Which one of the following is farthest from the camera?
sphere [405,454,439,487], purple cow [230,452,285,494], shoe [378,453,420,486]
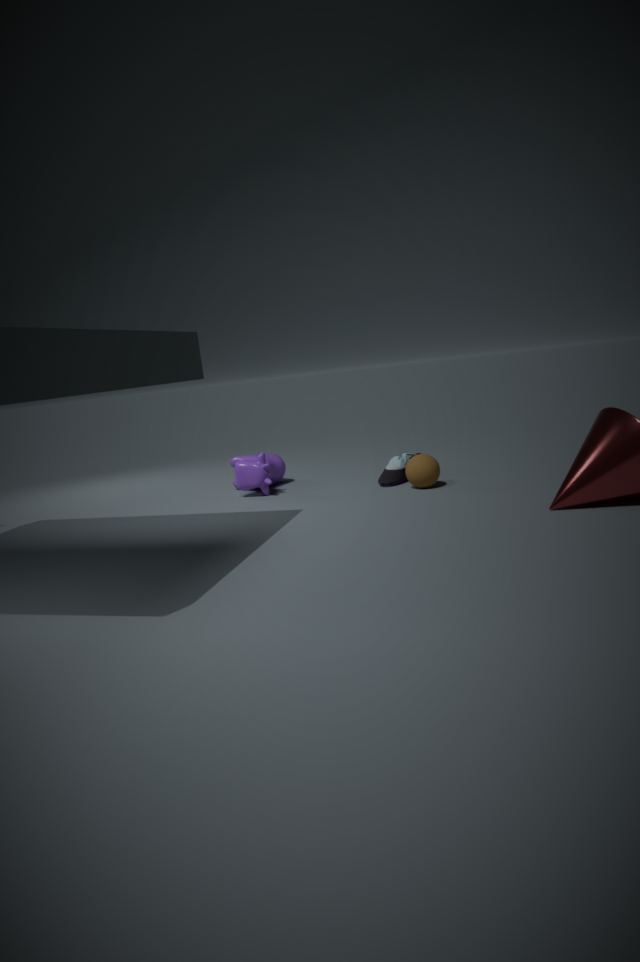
purple cow [230,452,285,494]
